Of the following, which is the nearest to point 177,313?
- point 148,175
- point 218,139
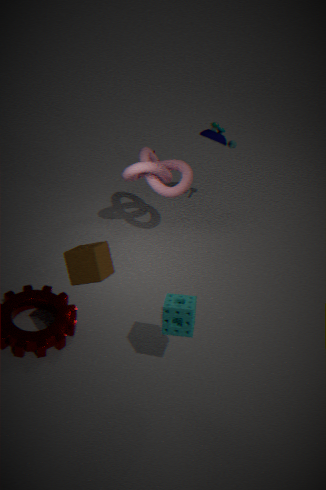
point 148,175
